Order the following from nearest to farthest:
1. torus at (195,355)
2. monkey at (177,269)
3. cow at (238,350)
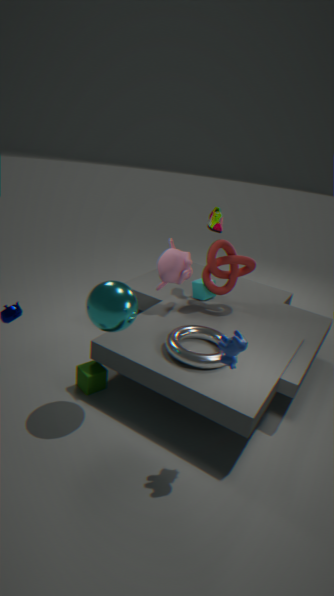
cow at (238,350)
torus at (195,355)
monkey at (177,269)
